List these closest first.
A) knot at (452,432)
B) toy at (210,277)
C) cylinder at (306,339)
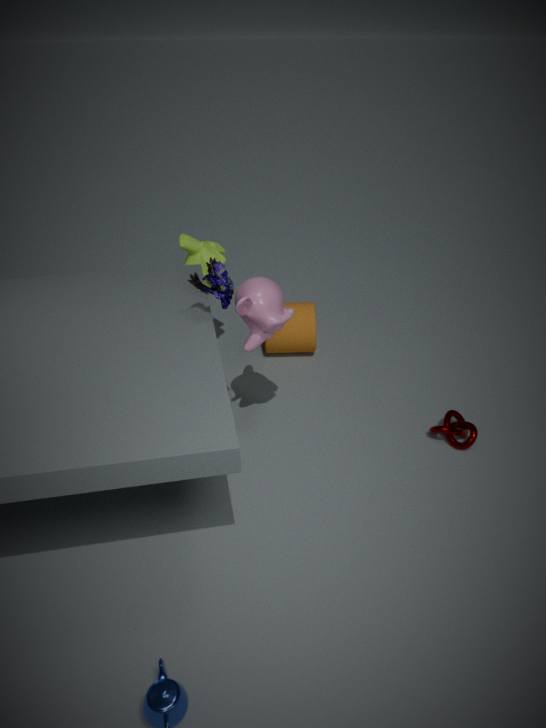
toy at (210,277), knot at (452,432), cylinder at (306,339)
